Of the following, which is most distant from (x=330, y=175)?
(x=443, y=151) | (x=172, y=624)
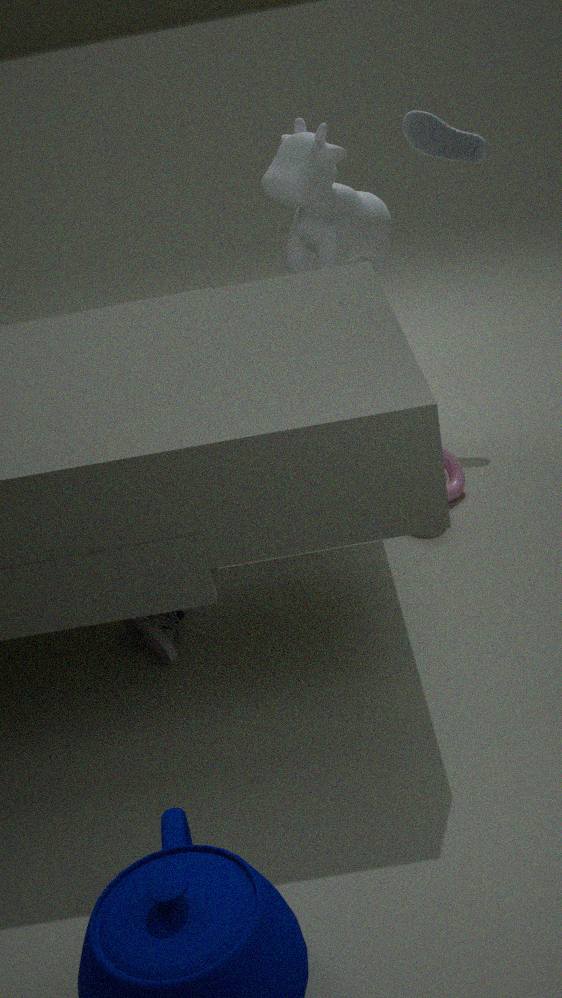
(x=172, y=624)
